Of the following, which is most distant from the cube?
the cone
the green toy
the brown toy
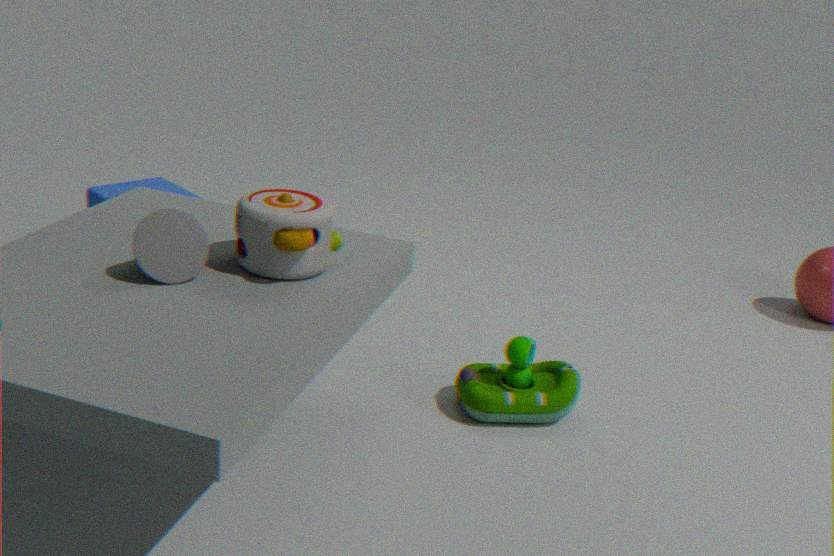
the green toy
